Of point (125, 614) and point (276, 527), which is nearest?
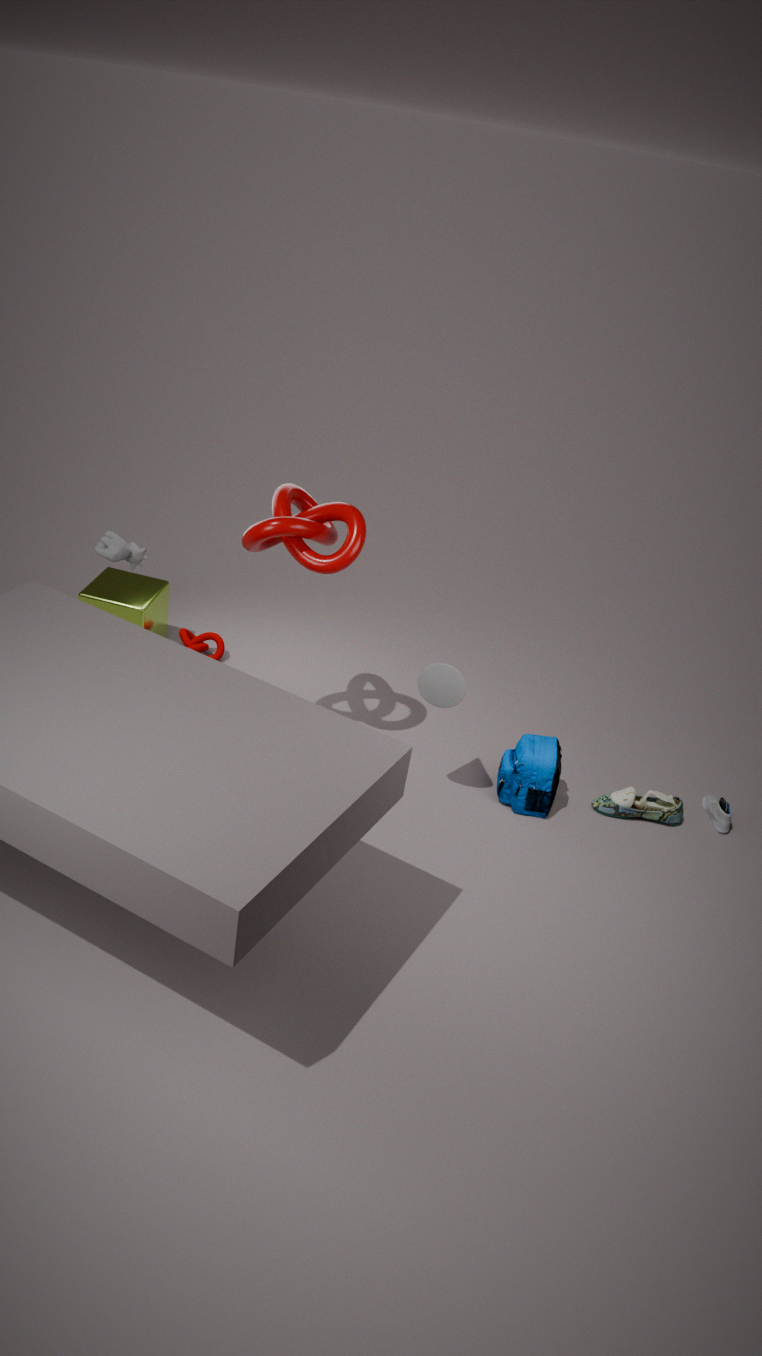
point (276, 527)
